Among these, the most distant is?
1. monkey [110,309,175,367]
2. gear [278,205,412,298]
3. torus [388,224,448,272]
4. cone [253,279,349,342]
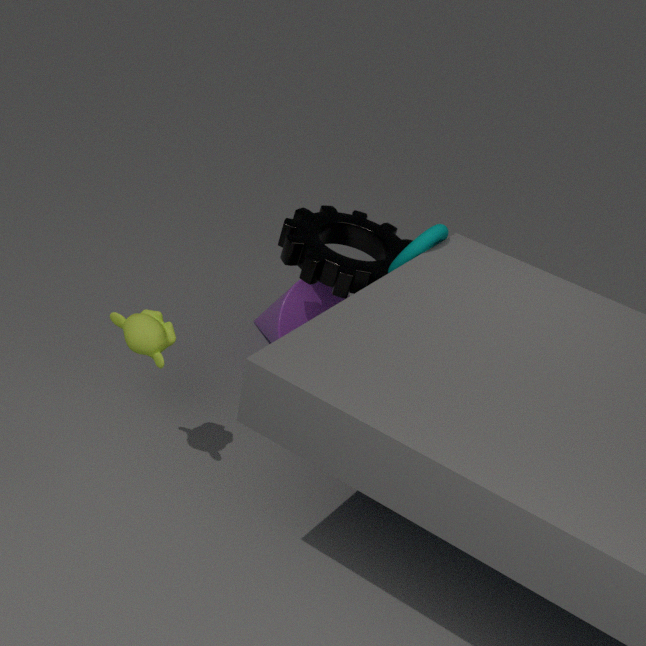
cone [253,279,349,342]
